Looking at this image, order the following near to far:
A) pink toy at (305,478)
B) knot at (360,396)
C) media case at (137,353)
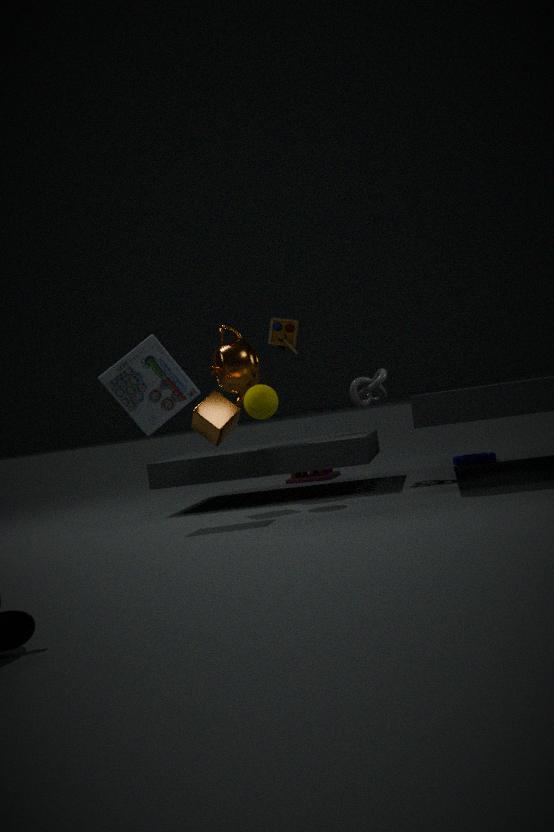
1. media case at (137,353)
2. knot at (360,396)
3. pink toy at (305,478)
